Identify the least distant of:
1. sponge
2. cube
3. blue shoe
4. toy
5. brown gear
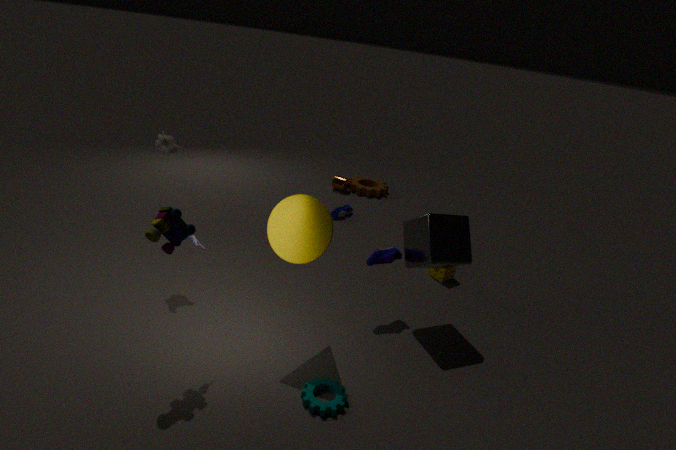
toy
